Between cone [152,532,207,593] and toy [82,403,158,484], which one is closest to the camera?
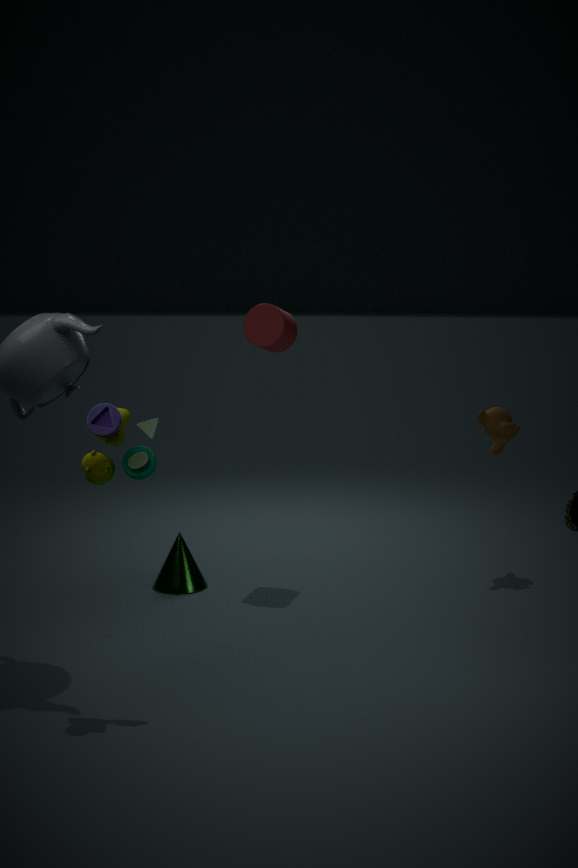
toy [82,403,158,484]
